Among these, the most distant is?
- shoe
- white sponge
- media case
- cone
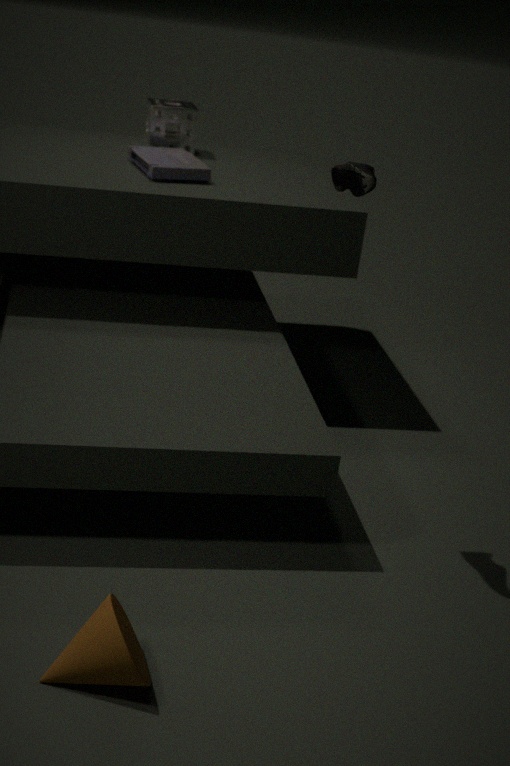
white sponge
